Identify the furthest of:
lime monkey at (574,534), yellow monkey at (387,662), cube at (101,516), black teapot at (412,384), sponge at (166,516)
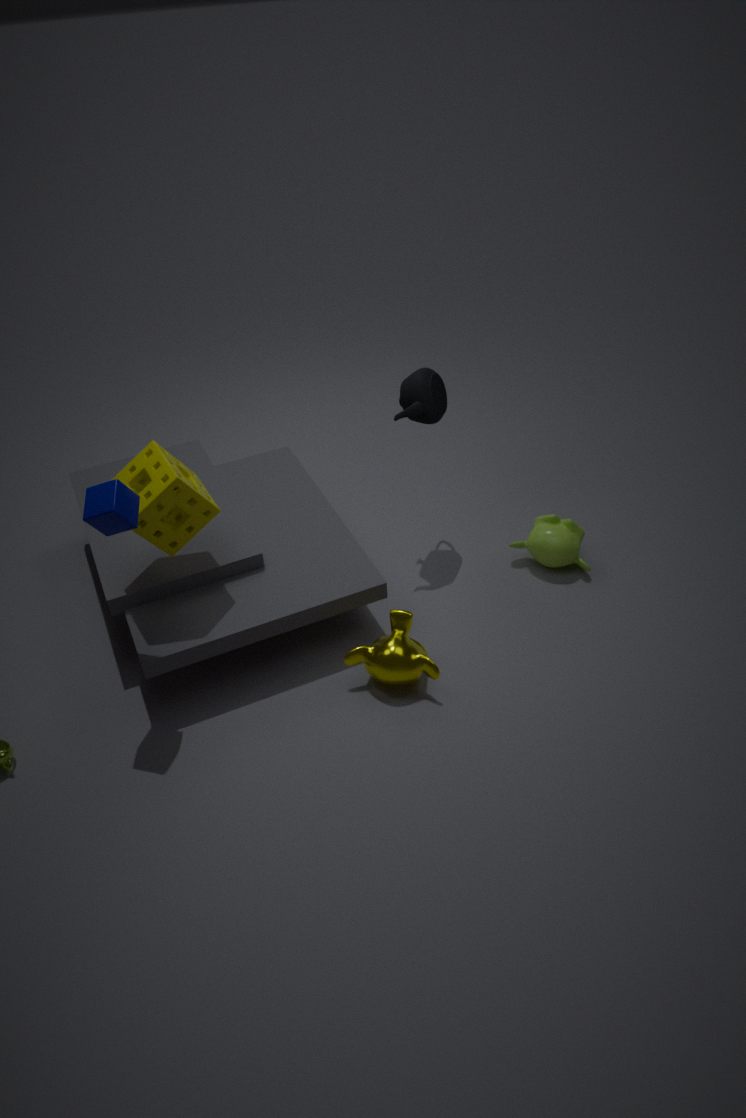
lime monkey at (574,534)
